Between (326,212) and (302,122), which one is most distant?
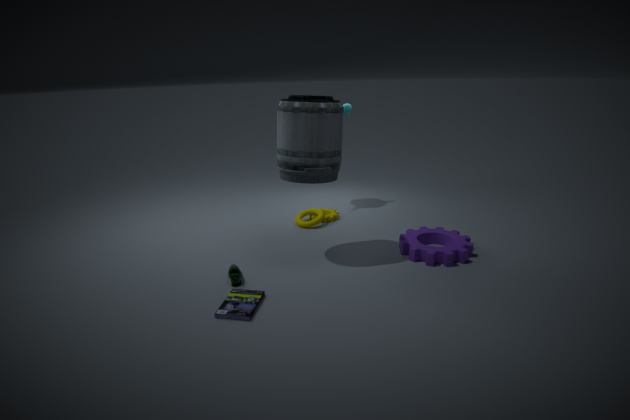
(326,212)
